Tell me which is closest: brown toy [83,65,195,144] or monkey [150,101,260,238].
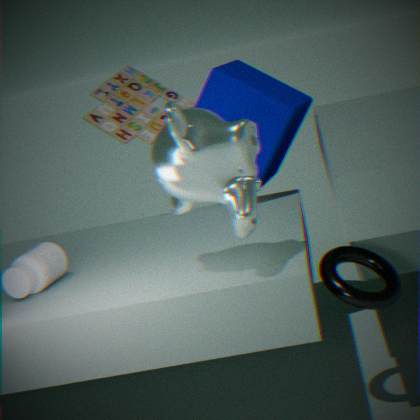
monkey [150,101,260,238]
